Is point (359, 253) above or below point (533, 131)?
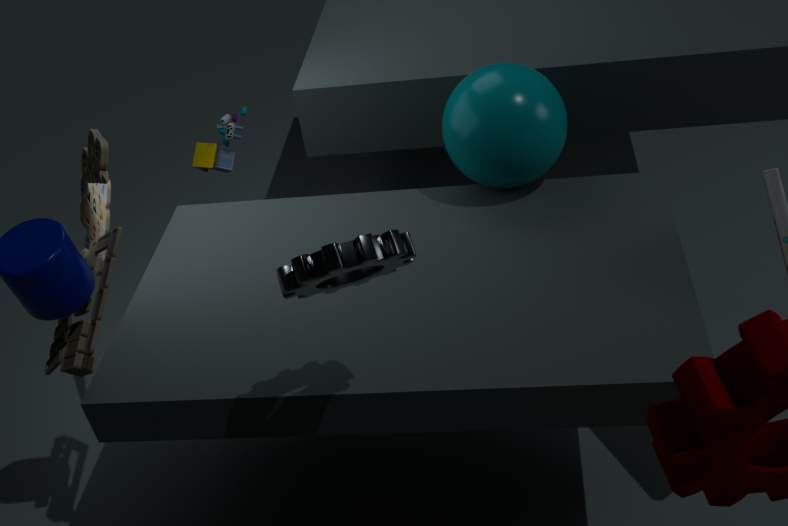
above
